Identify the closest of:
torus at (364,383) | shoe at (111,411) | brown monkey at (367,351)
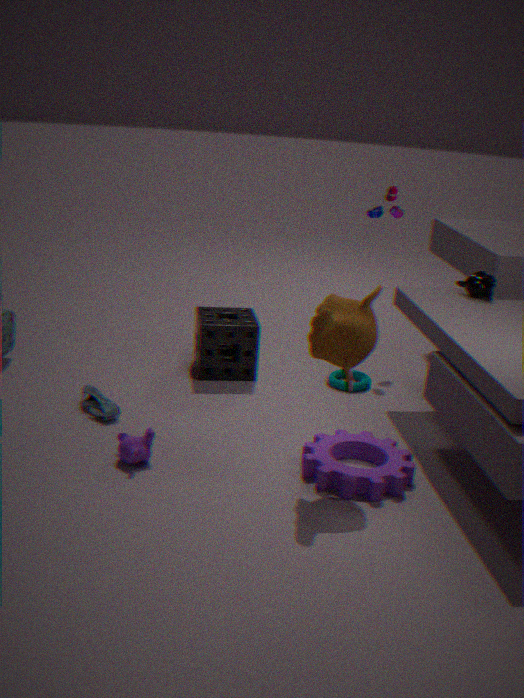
brown monkey at (367,351)
